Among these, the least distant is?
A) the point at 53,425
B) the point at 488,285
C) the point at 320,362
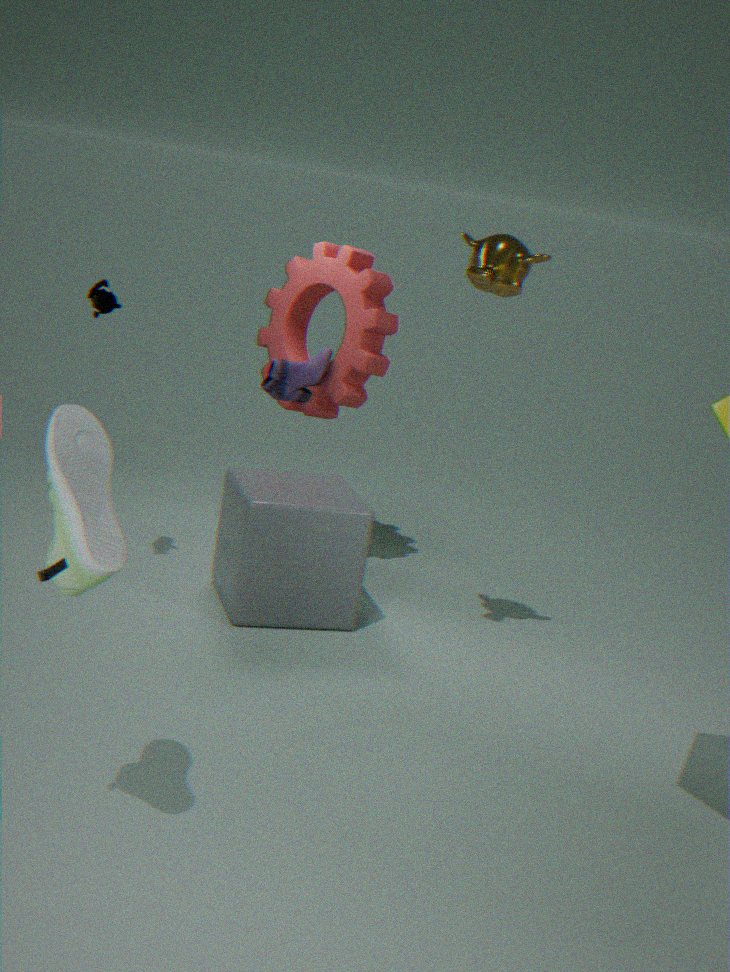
the point at 53,425
